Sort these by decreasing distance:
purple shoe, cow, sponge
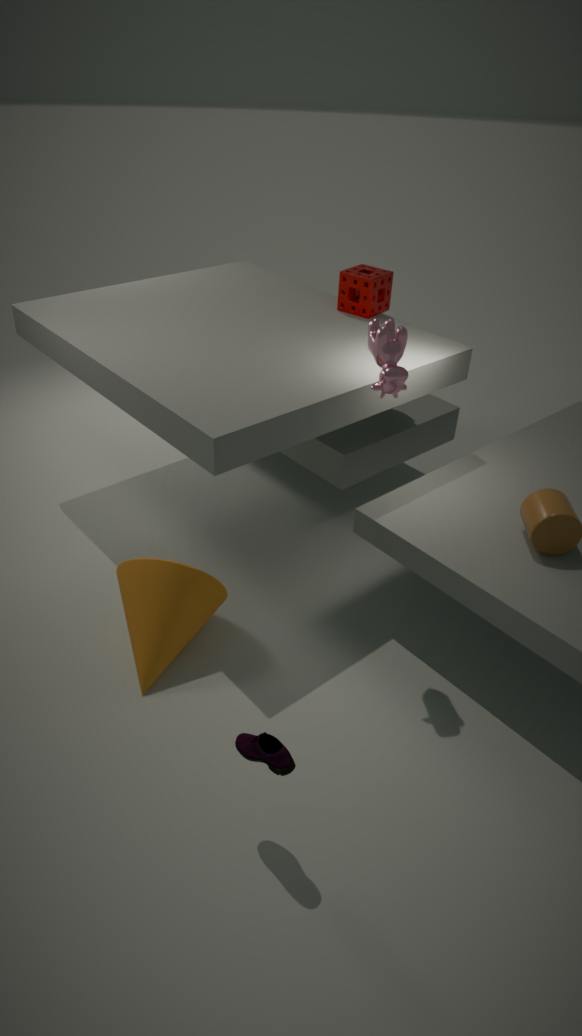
1. sponge
2. cow
3. purple shoe
